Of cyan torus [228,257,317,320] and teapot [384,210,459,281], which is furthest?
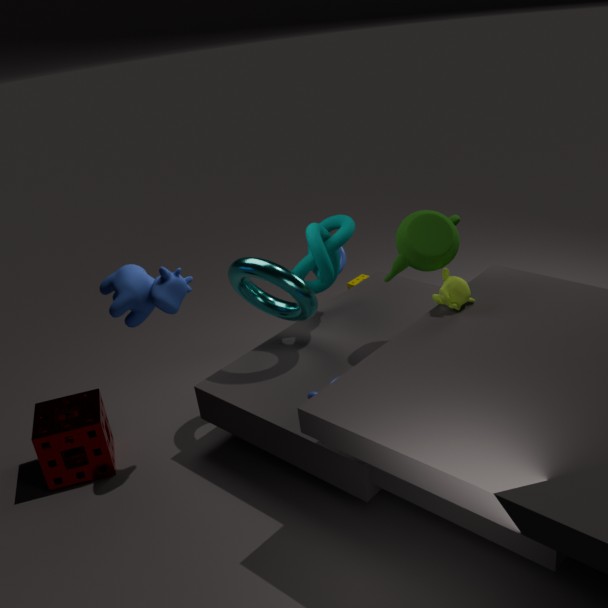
cyan torus [228,257,317,320]
